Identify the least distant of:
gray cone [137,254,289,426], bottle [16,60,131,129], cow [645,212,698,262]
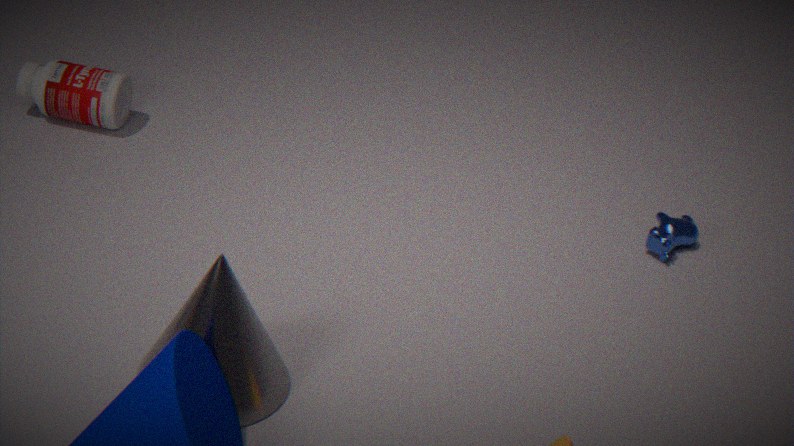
gray cone [137,254,289,426]
